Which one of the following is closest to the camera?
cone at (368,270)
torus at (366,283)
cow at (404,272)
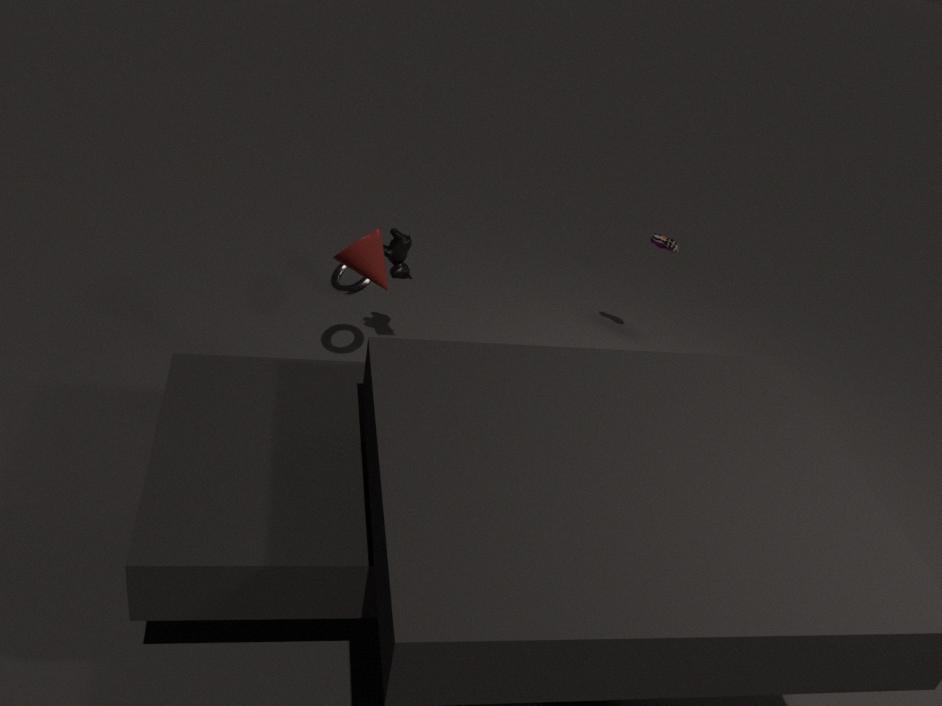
cone at (368,270)
